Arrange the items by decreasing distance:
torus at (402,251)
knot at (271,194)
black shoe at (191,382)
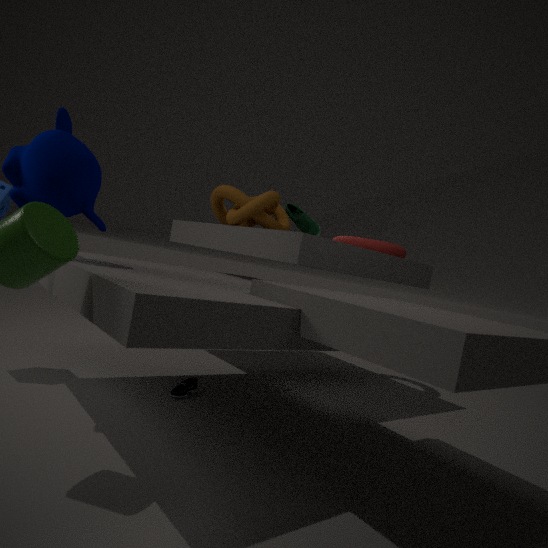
1. torus at (402,251)
2. knot at (271,194)
3. black shoe at (191,382)
